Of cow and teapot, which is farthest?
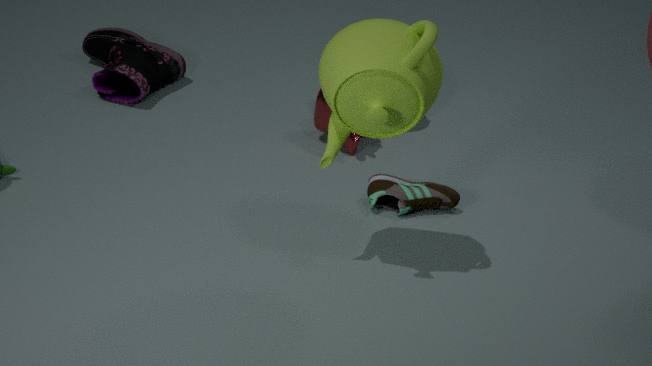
cow
